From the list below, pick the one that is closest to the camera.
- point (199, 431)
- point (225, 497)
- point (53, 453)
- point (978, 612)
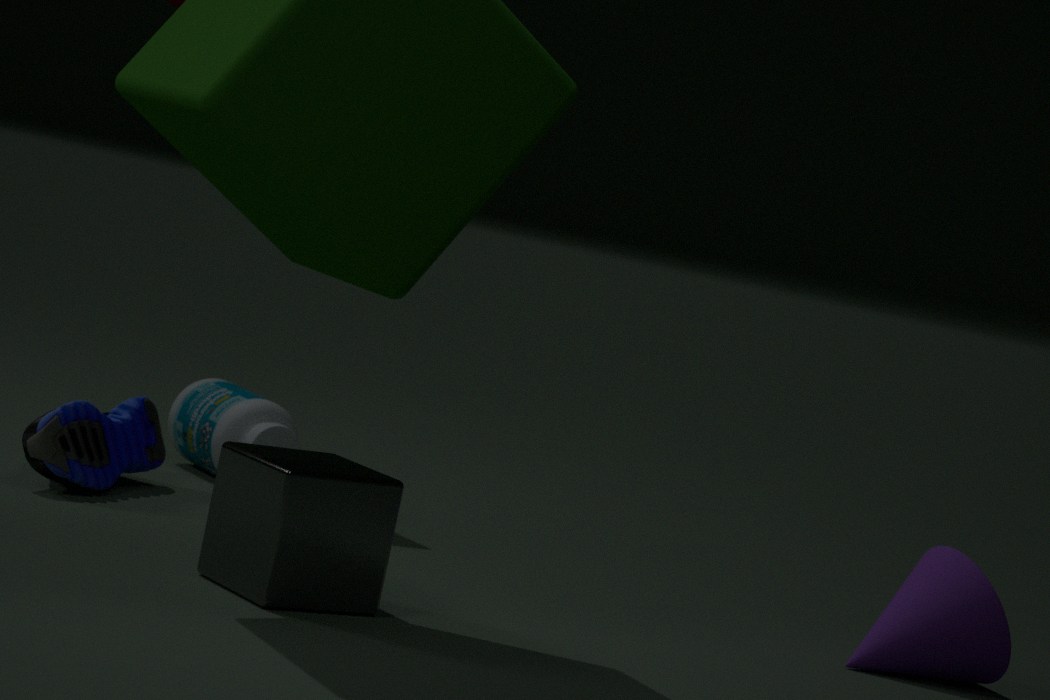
point (225, 497)
